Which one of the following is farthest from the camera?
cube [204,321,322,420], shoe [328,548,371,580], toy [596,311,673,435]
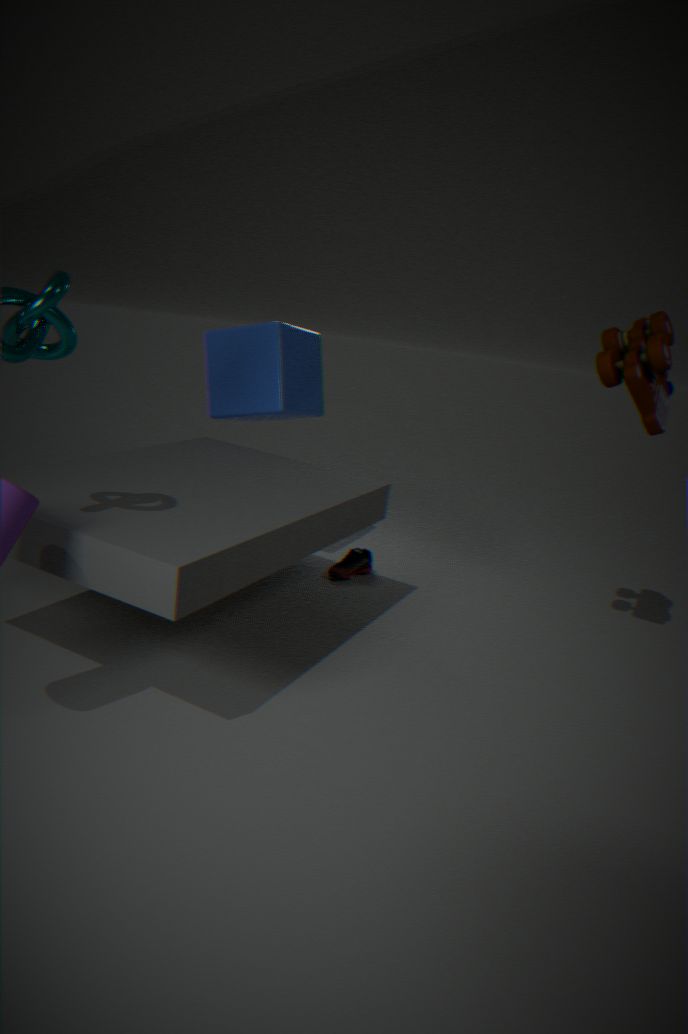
shoe [328,548,371,580]
